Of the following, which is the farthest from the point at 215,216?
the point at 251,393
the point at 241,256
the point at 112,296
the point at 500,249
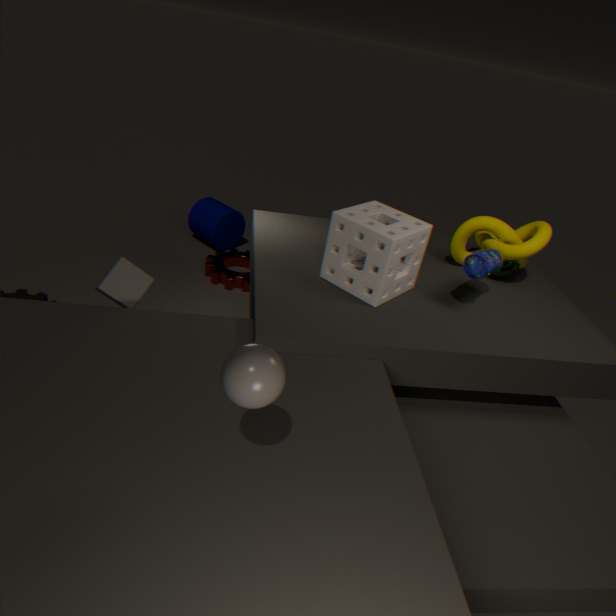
the point at 251,393
